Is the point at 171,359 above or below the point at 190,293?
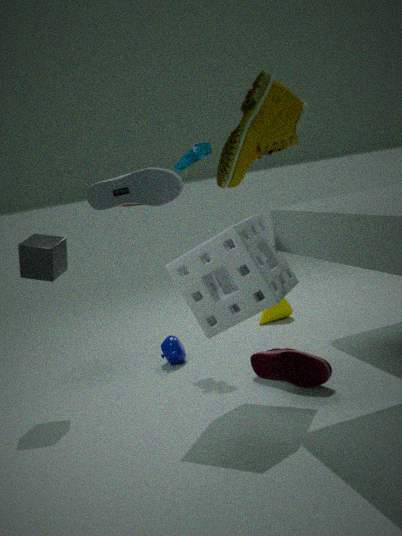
below
